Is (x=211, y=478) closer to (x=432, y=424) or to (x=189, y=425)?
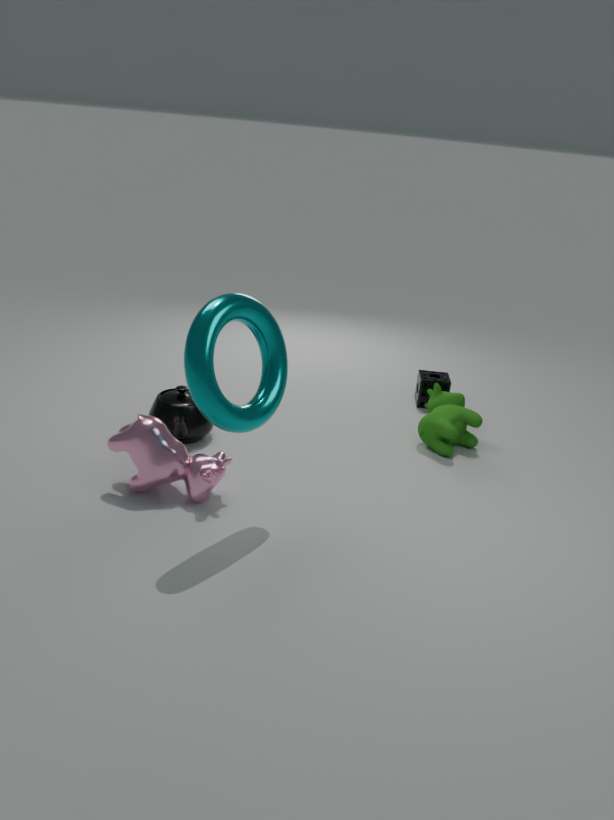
(x=189, y=425)
